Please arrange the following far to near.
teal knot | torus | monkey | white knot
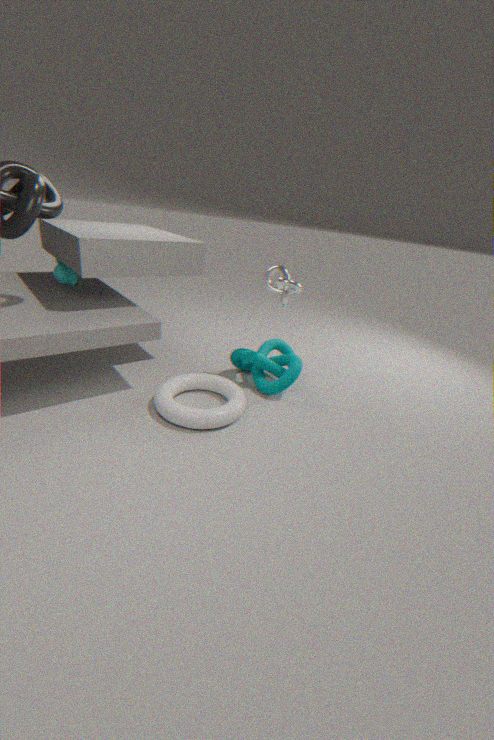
monkey
teal knot
white knot
torus
